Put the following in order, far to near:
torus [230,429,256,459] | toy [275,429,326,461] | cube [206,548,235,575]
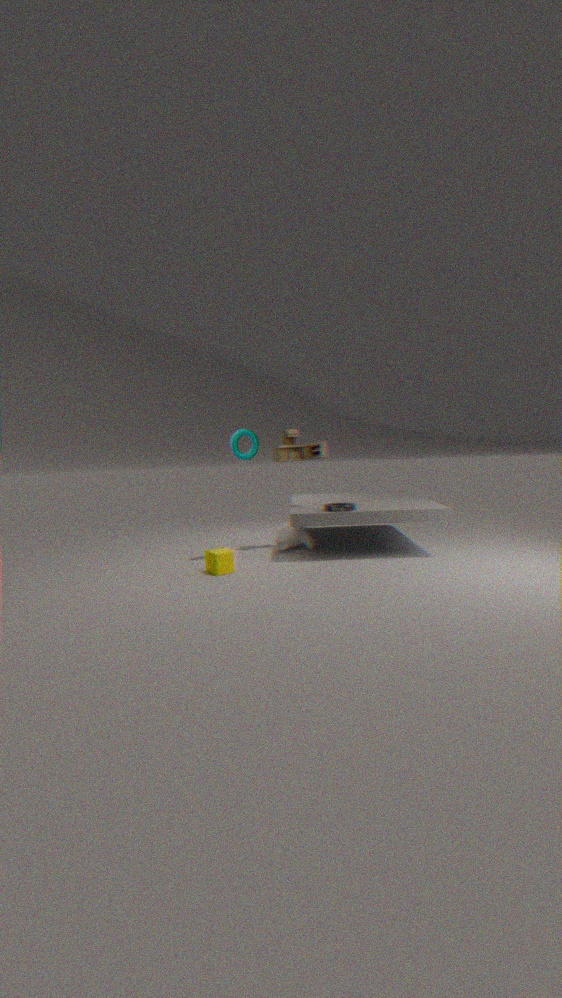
toy [275,429,326,461] → torus [230,429,256,459] → cube [206,548,235,575]
